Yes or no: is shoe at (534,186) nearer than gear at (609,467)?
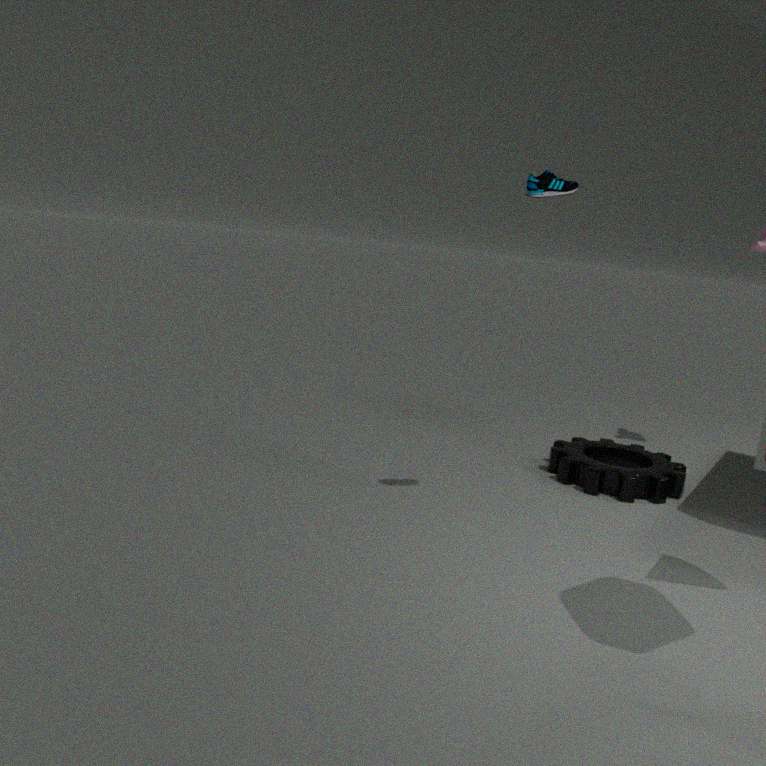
Yes
